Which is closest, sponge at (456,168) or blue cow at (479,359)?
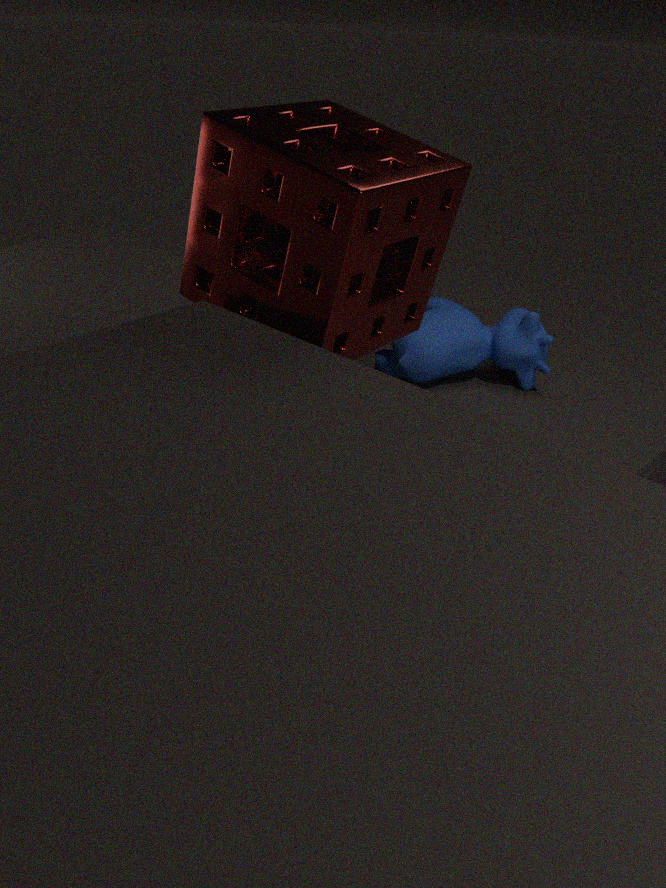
sponge at (456,168)
